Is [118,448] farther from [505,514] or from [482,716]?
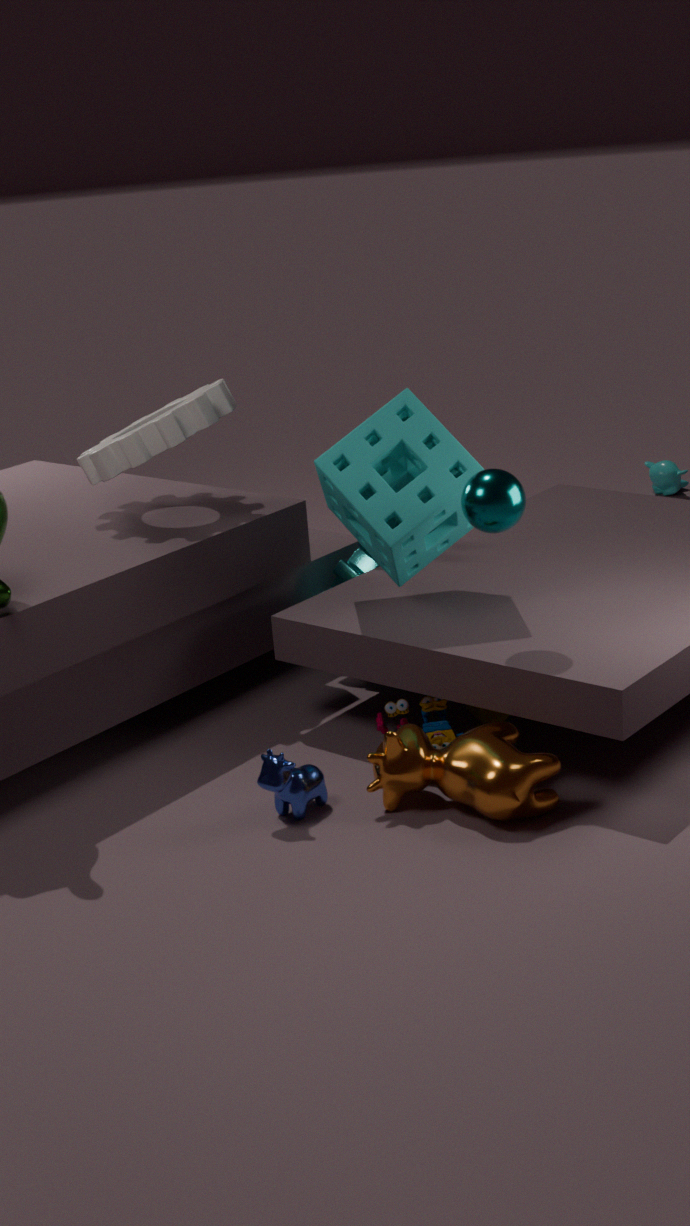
[482,716]
